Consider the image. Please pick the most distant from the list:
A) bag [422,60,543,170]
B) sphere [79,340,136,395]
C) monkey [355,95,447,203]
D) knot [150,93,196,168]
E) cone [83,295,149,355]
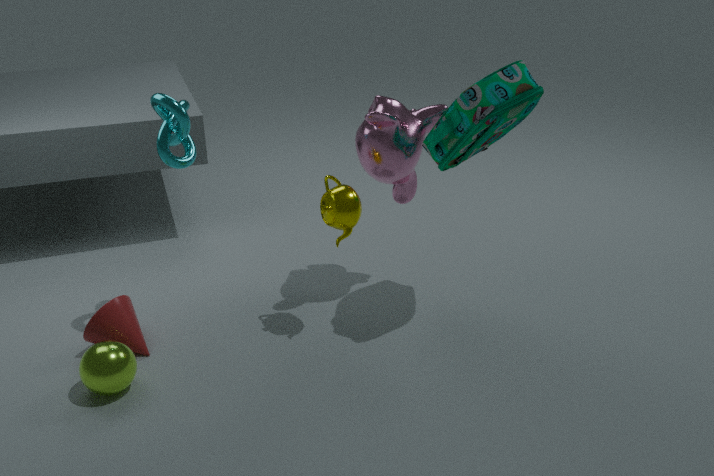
monkey [355,95,447,203]
